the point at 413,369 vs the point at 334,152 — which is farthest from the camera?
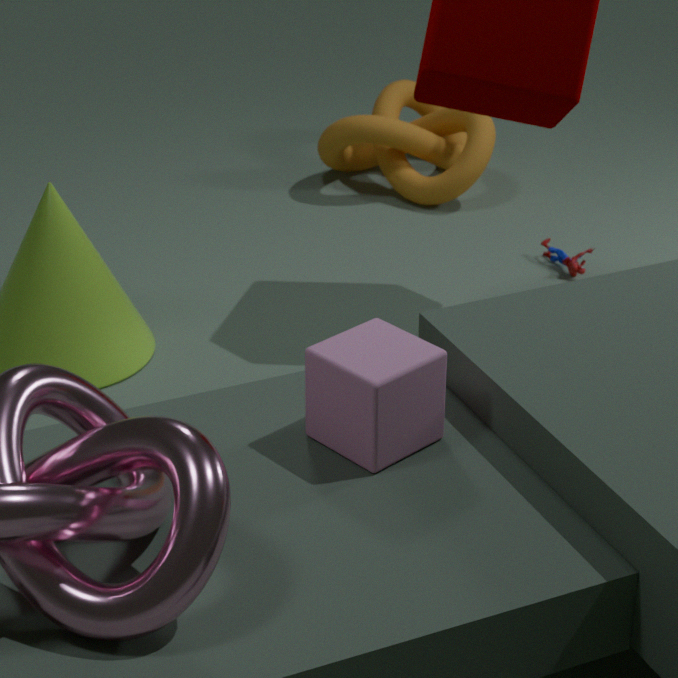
the point at 334,152
